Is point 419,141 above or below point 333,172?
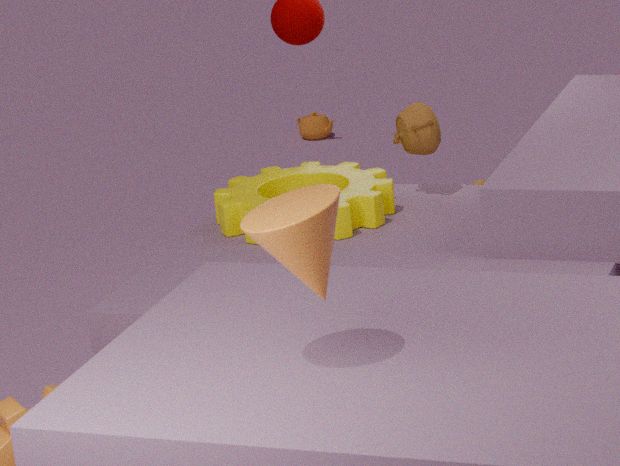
above
